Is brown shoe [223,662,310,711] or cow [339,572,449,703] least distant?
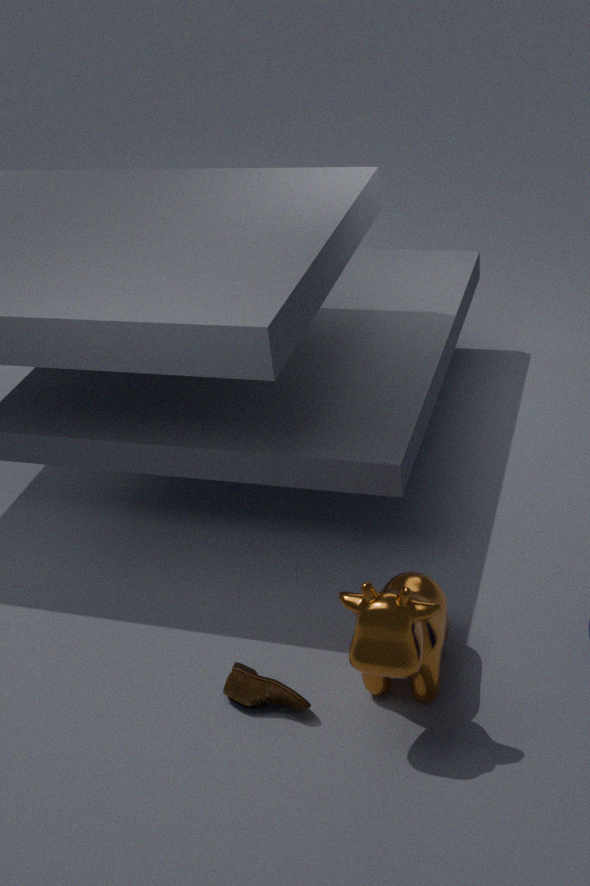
cow [339,572,449,703]
